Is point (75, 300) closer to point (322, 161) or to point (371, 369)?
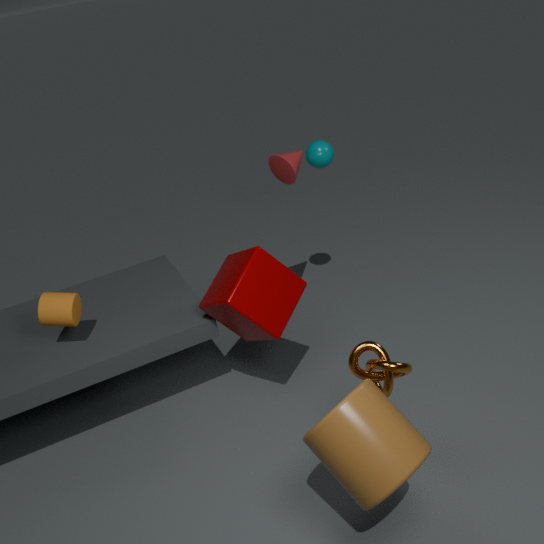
point (371, 369)
